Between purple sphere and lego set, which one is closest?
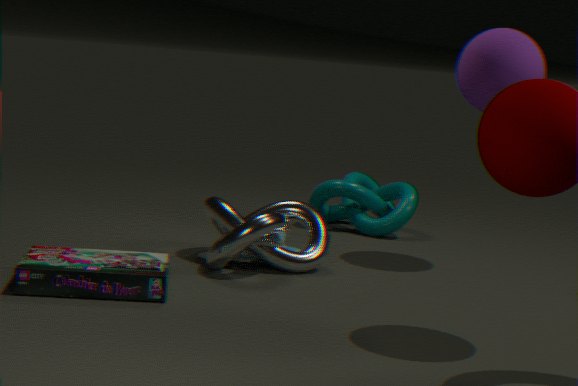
lego set
